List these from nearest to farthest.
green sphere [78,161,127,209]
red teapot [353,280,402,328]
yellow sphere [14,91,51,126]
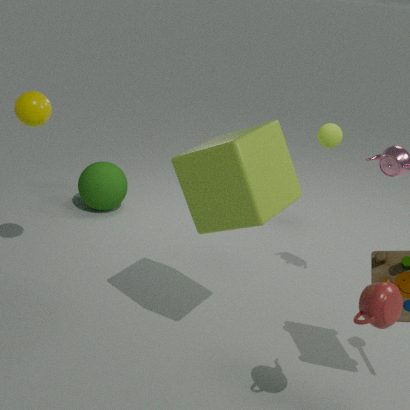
red teapot [353,280,402,328] < yellow sphere [14,91,51,126] < green sphere [78,161,127,209]
